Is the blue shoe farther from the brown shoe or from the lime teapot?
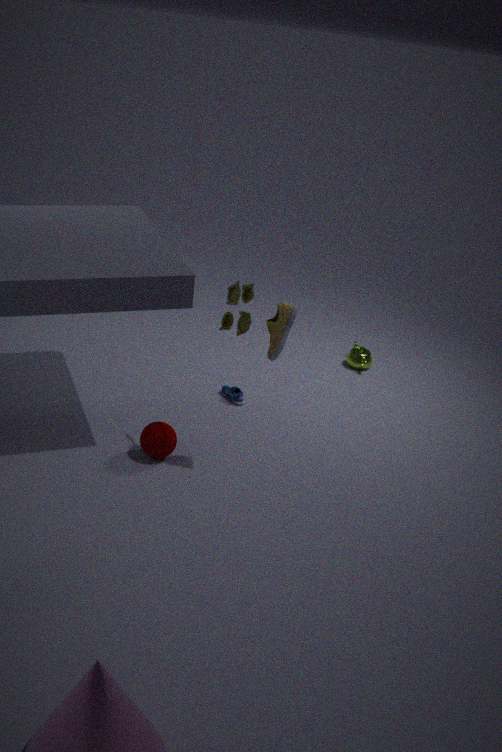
the lime teapot
